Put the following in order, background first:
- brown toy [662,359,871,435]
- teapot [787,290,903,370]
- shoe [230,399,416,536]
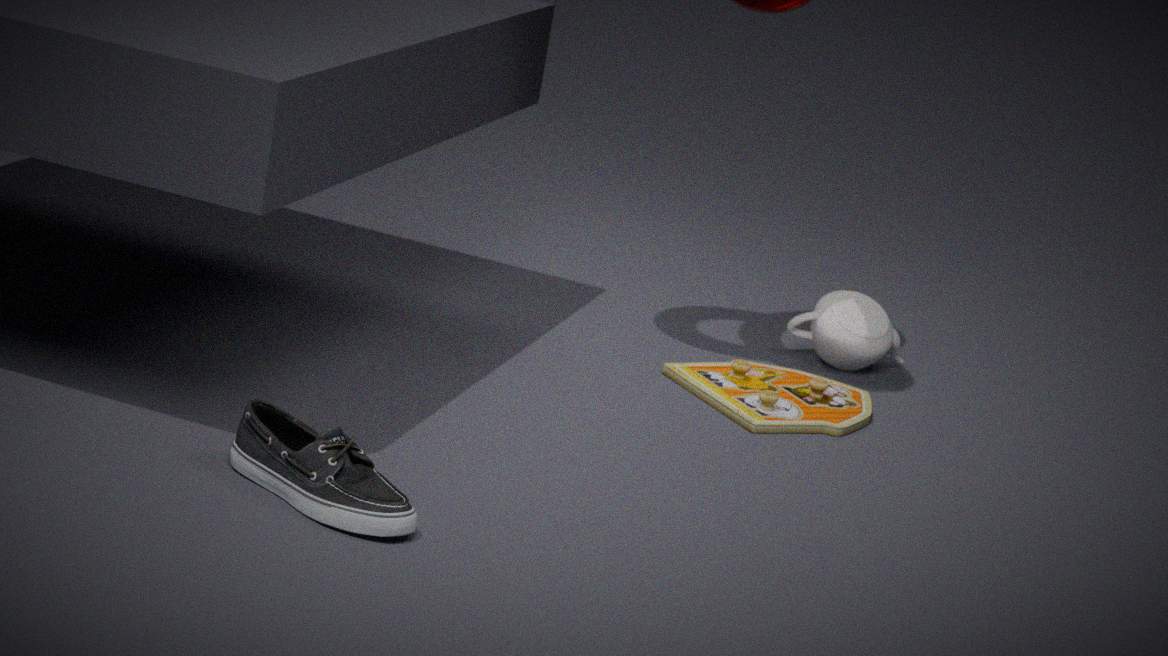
teapot [787,290,903,370], brown toy [662,359,871,435], shoe [230,399,416,536]
